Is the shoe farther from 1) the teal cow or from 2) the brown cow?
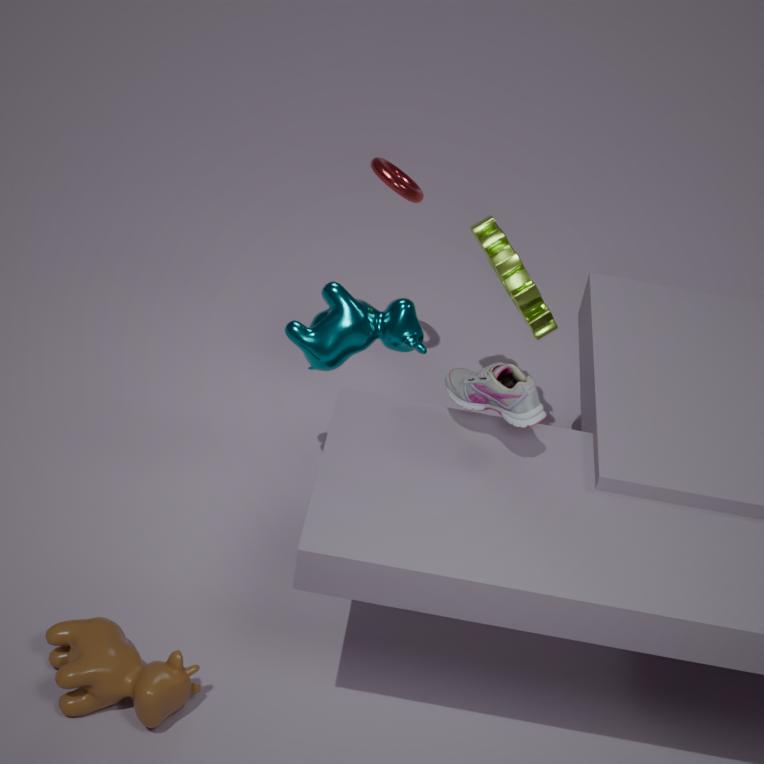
2) the brown cow
